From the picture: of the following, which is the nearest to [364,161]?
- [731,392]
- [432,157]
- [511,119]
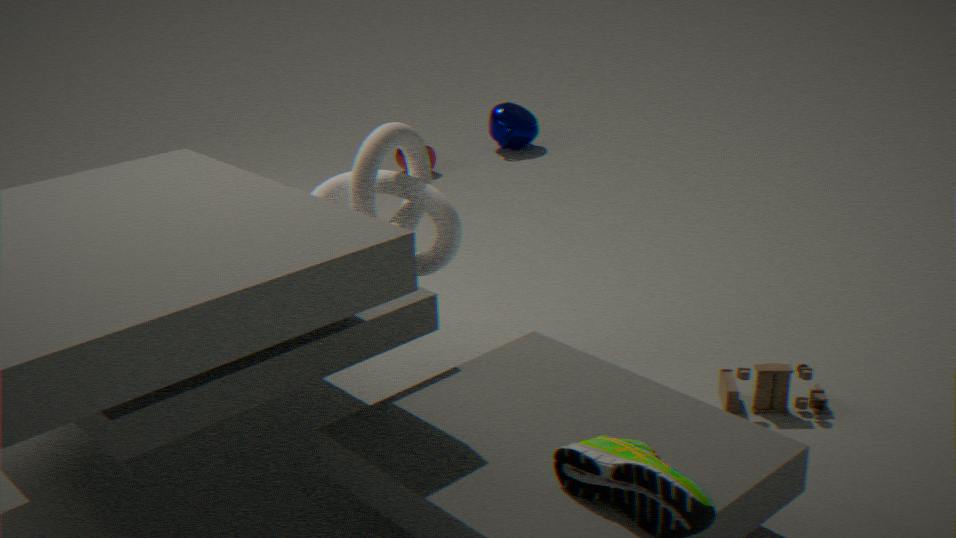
[731,392]
